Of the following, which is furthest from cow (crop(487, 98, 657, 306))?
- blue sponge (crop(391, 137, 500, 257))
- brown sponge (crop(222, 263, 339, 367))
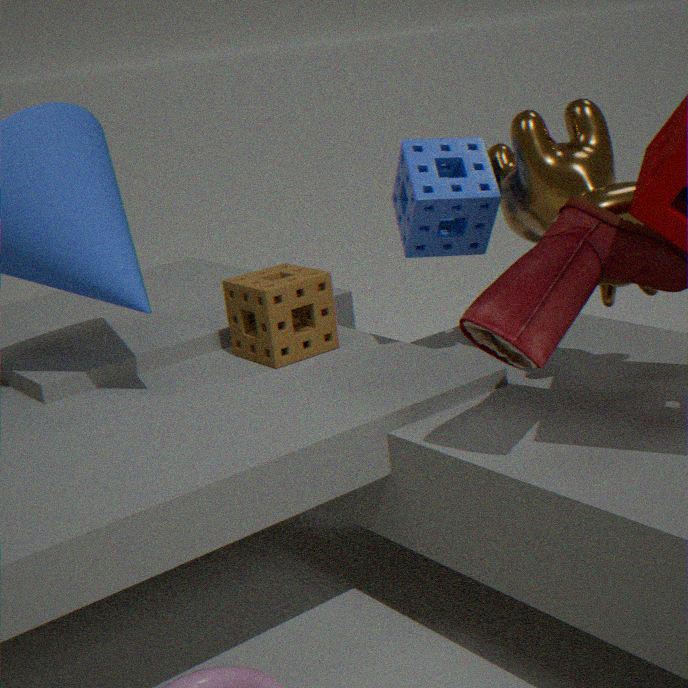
brown sponge (crop(222, 263, 339, 367))
